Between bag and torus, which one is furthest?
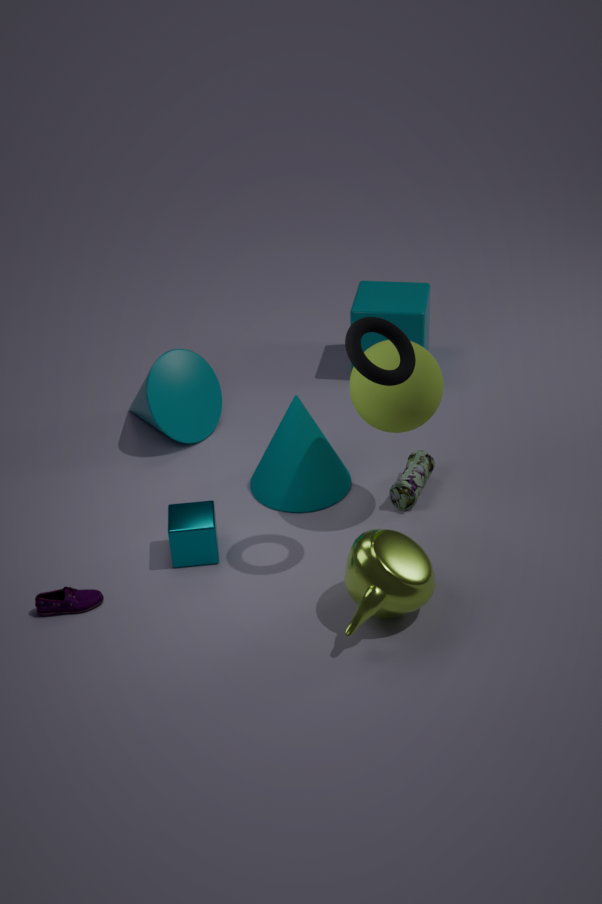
bag
